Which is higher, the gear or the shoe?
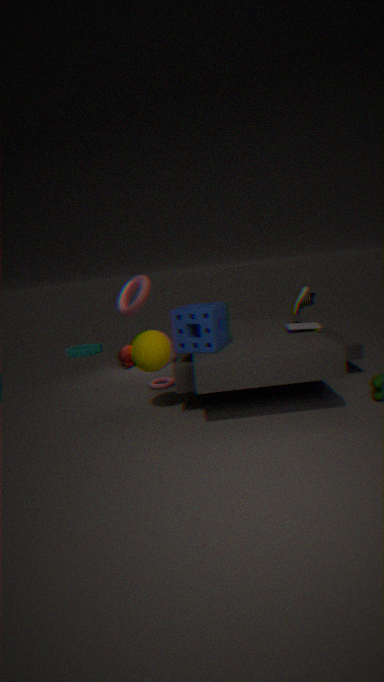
the shoe
